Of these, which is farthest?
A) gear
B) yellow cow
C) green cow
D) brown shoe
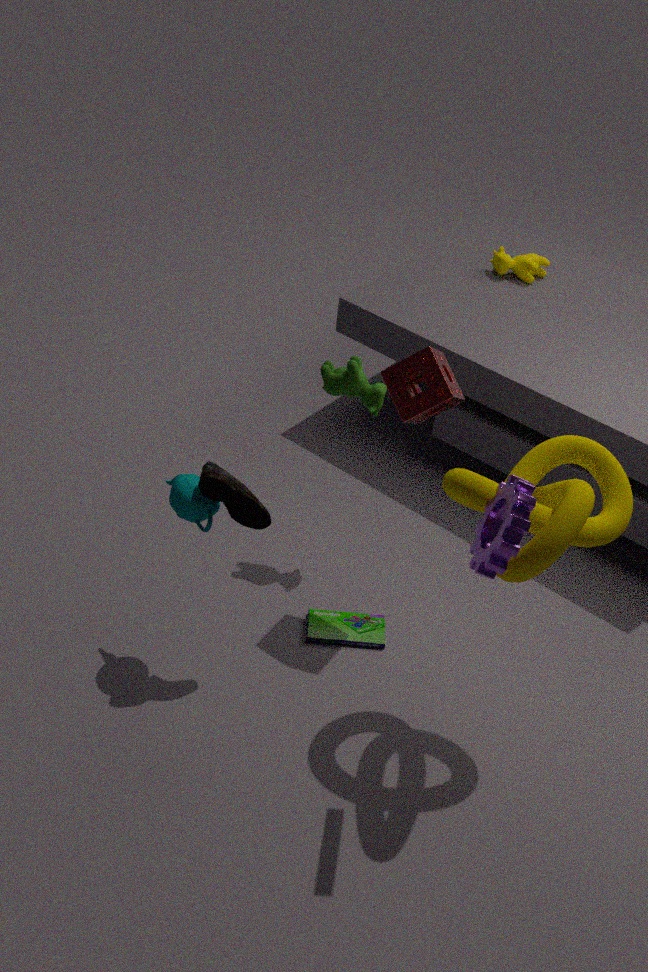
yellow cow
